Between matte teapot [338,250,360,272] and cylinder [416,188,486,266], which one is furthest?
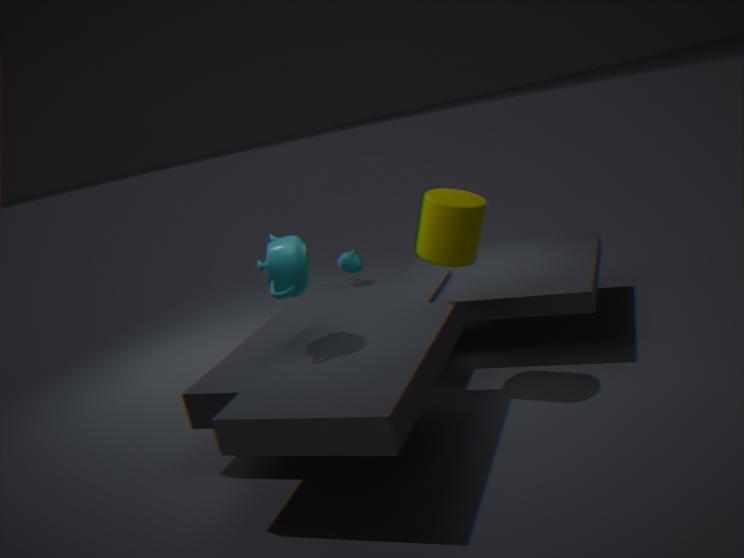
matte teapot [338,250,360,272]
